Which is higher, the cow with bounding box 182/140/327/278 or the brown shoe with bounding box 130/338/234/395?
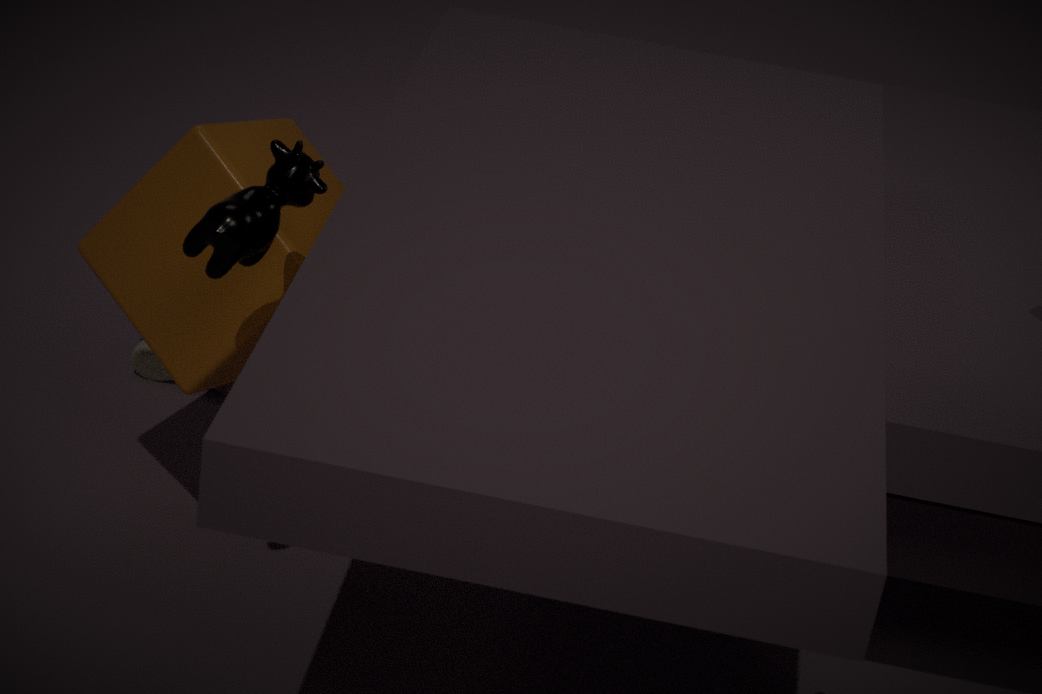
the cow with bounding box 182/140/327/278
